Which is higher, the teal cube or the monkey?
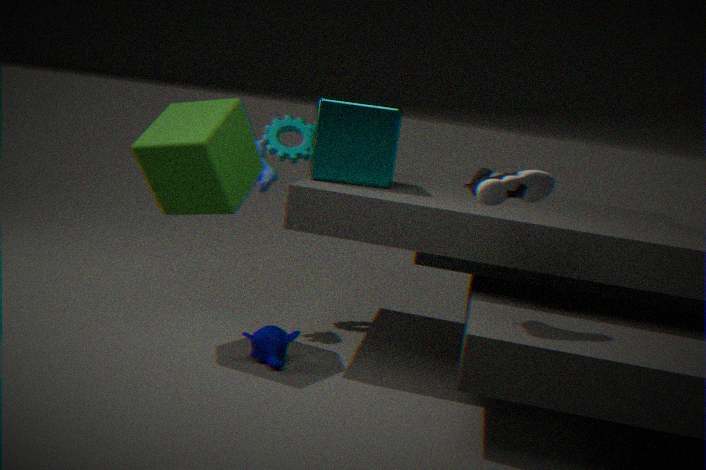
the teal cube
